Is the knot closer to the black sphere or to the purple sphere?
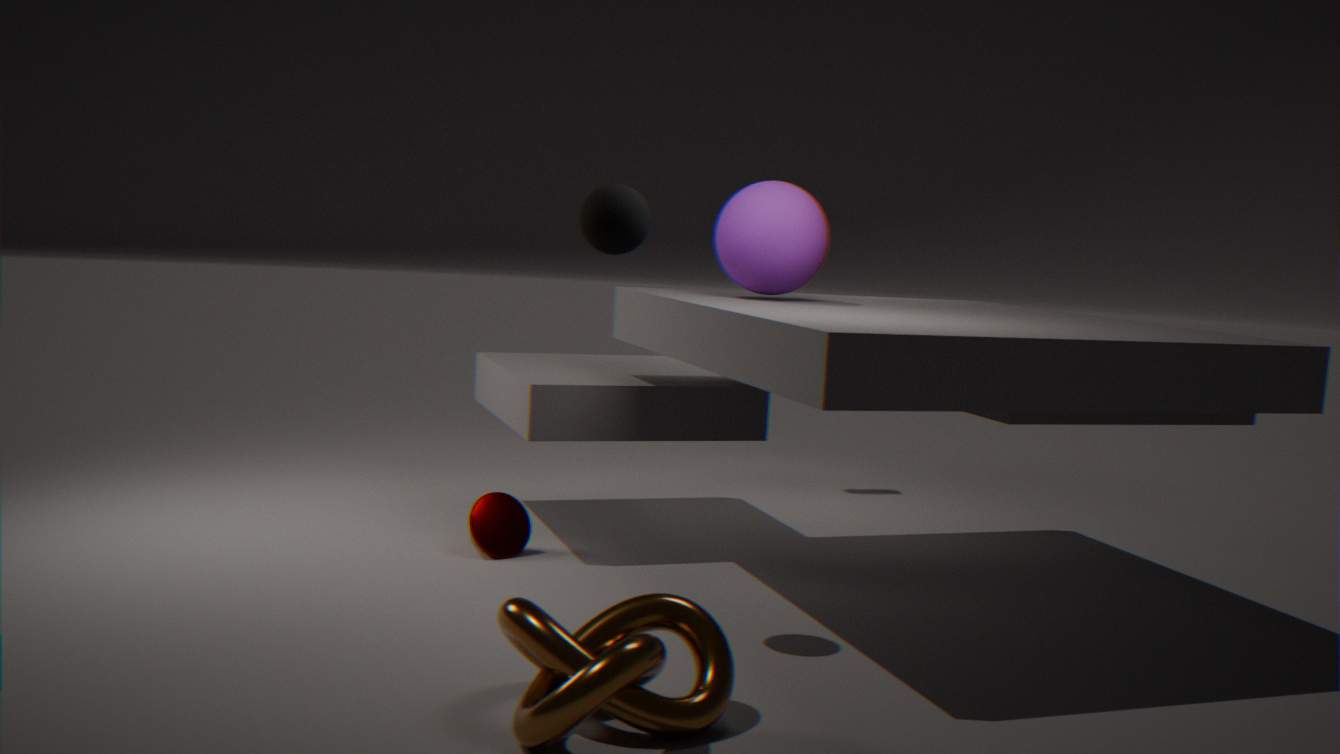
the black sphere
